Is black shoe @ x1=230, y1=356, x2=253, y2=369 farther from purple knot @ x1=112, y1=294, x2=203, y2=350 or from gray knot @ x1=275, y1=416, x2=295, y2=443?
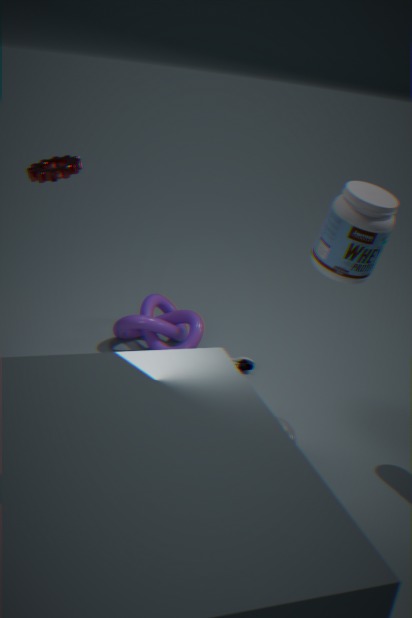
gray knot @ x1=275, y1=416, x2=295, y2=443
